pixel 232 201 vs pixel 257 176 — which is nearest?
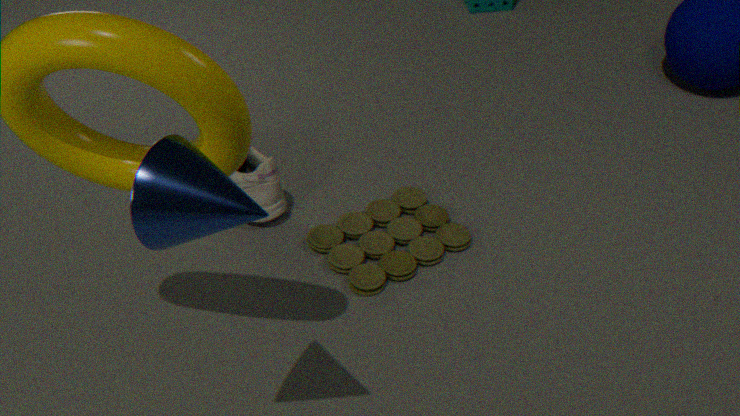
pixel 232 201
